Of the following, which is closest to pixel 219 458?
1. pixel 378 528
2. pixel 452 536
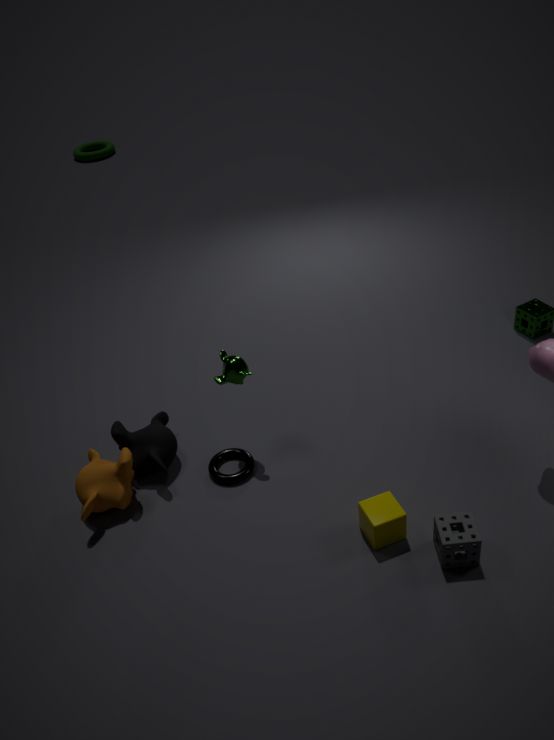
pixel 378 528
